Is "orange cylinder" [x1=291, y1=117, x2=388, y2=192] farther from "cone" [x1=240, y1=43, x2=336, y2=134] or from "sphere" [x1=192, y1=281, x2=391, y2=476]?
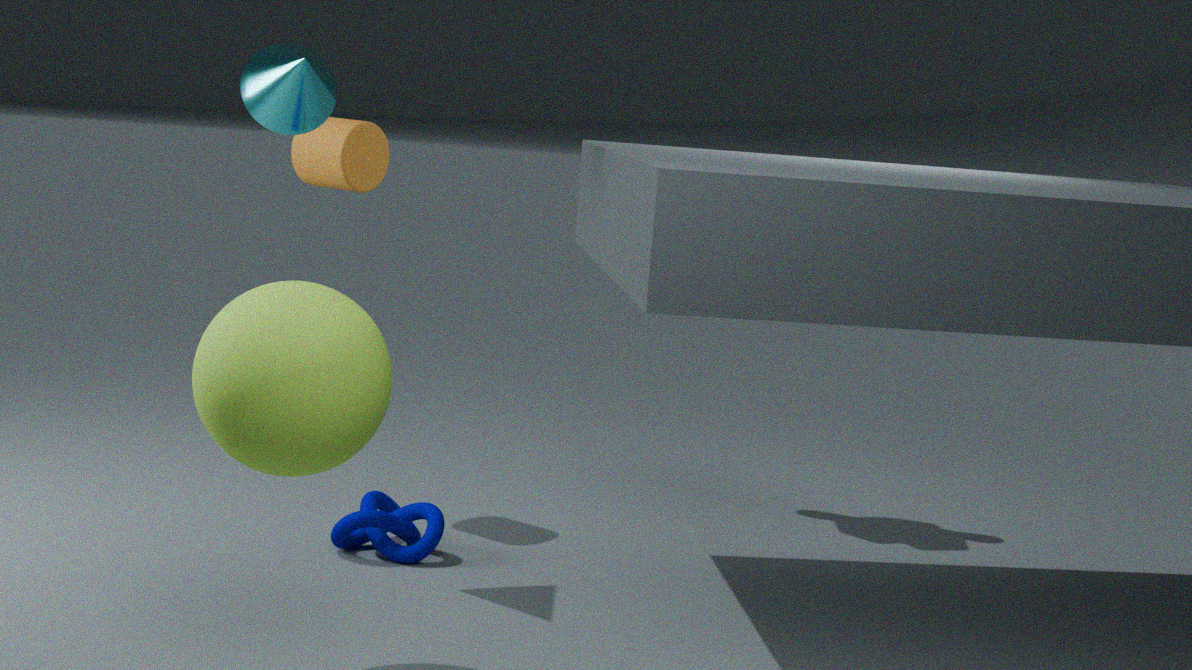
"sphere" [x1=192, y1=281, x2=391, y2=476]
